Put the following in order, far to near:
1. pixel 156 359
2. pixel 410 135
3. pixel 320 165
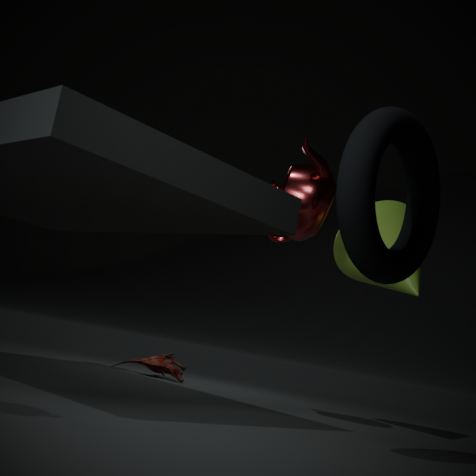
pixel 156 359 → pixel 320 165 → pixel 410 135
